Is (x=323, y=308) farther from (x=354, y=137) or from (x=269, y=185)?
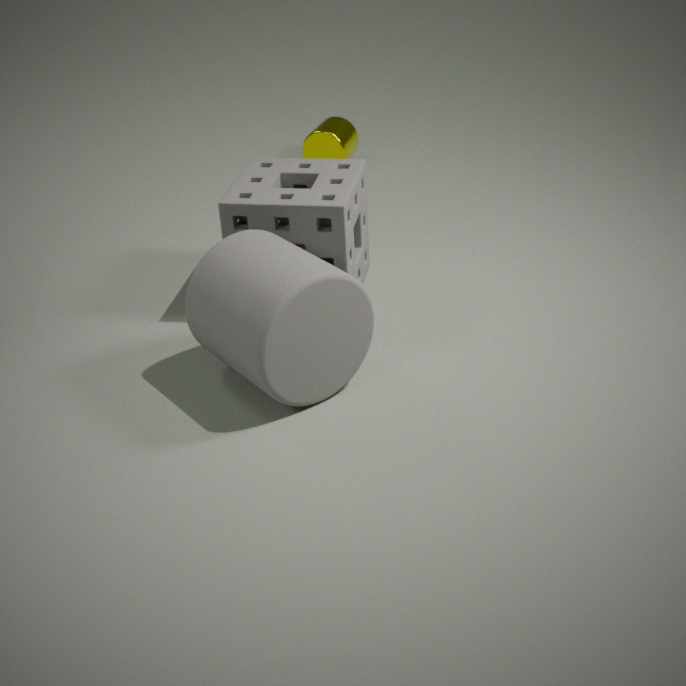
(x=354, y=137)
